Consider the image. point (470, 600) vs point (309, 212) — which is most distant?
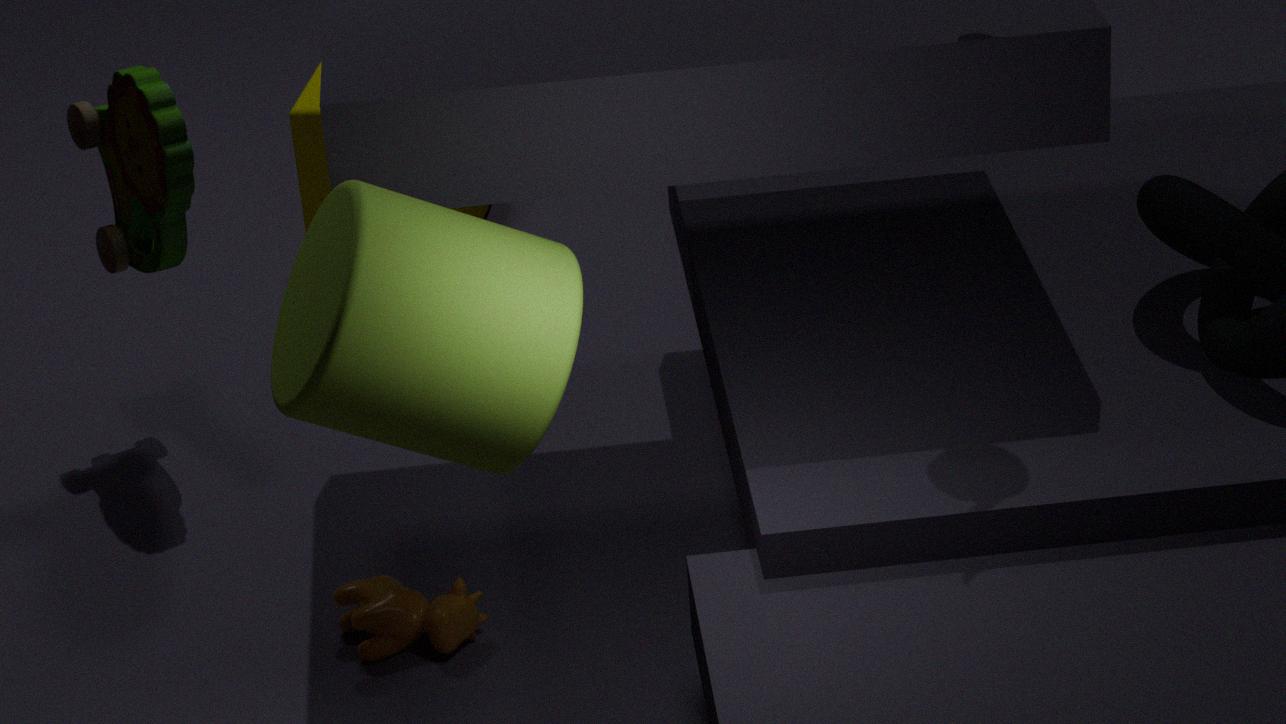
point (309, 212)
